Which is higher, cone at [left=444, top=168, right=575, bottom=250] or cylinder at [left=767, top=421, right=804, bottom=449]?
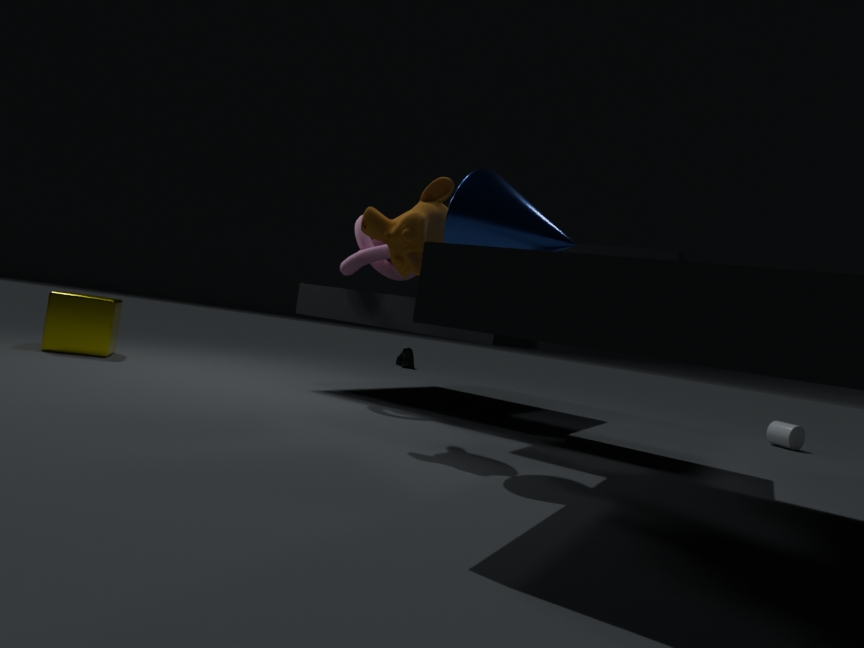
cone at [left=444, top=168, right=575, bottom=250]
